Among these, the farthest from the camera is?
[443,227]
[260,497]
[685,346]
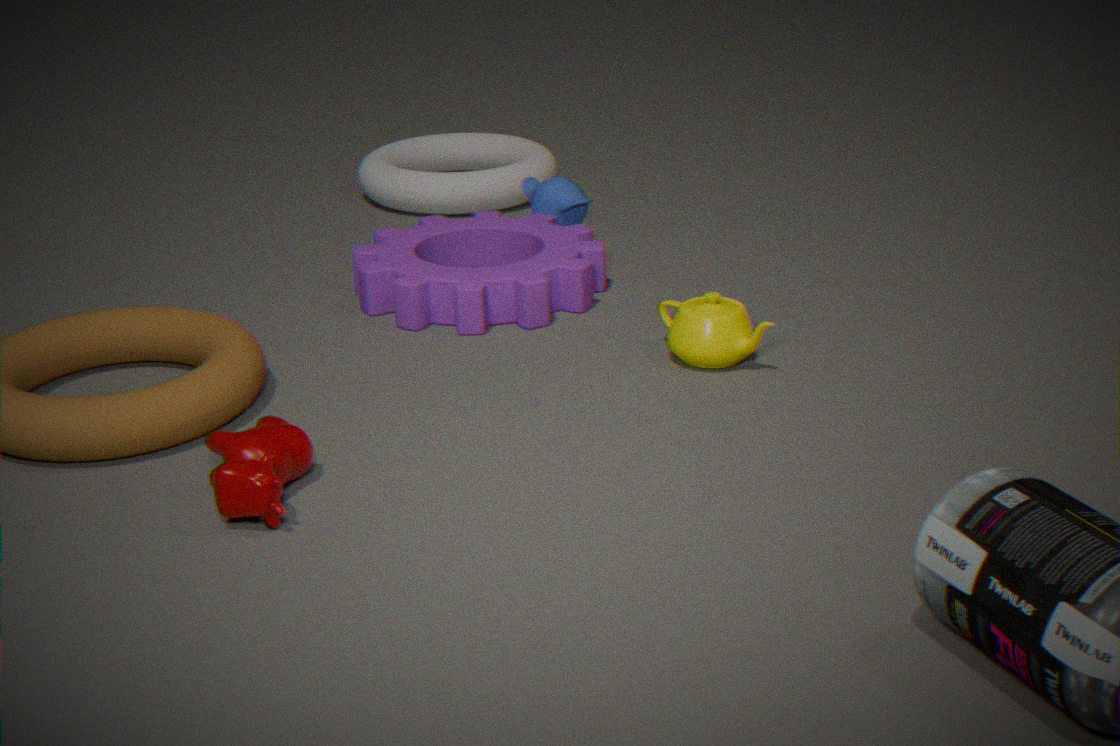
[443,227]
